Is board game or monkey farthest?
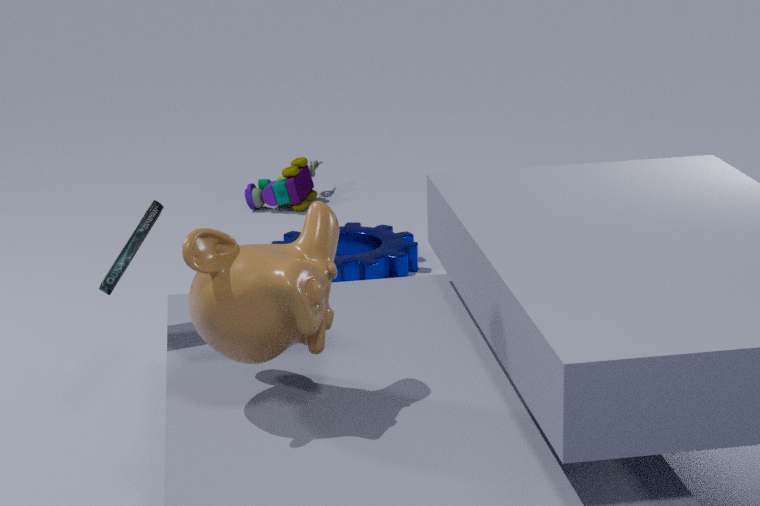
board game
